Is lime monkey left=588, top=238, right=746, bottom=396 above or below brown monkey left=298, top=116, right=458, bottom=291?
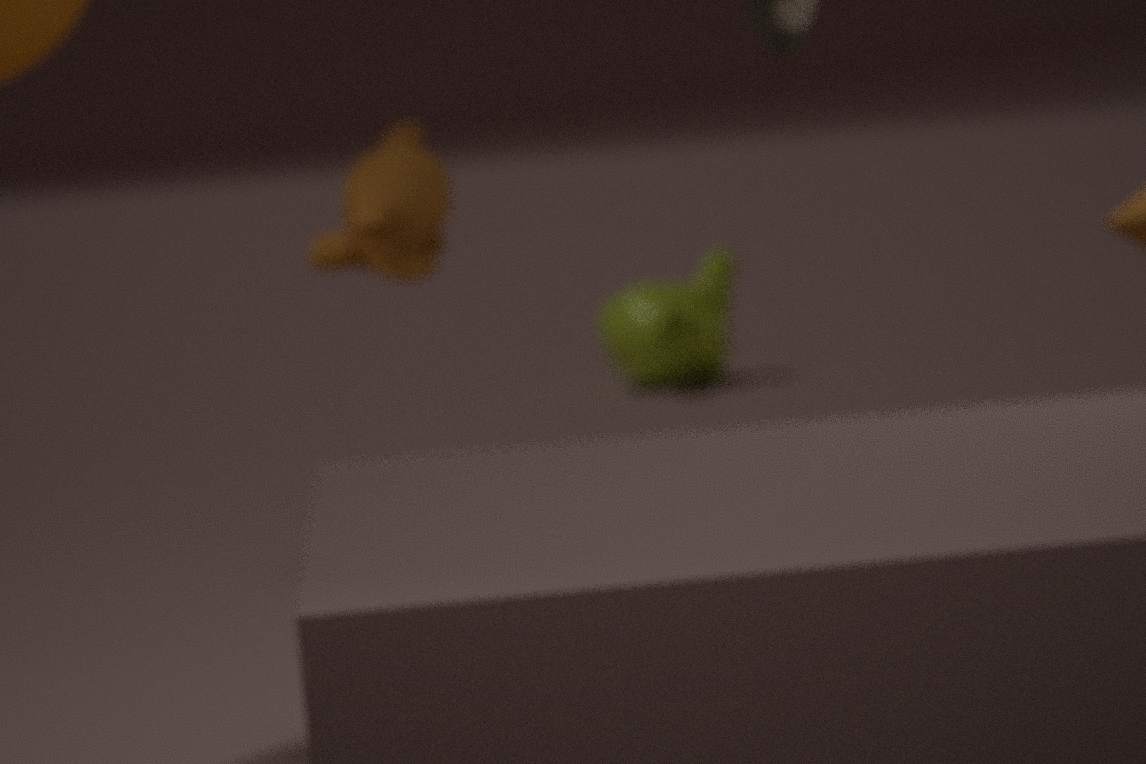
below
